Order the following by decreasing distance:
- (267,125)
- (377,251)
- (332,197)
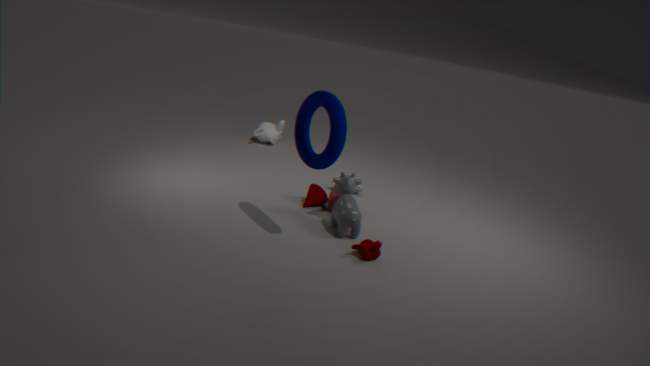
(267,125), (332,197), (377,251)
